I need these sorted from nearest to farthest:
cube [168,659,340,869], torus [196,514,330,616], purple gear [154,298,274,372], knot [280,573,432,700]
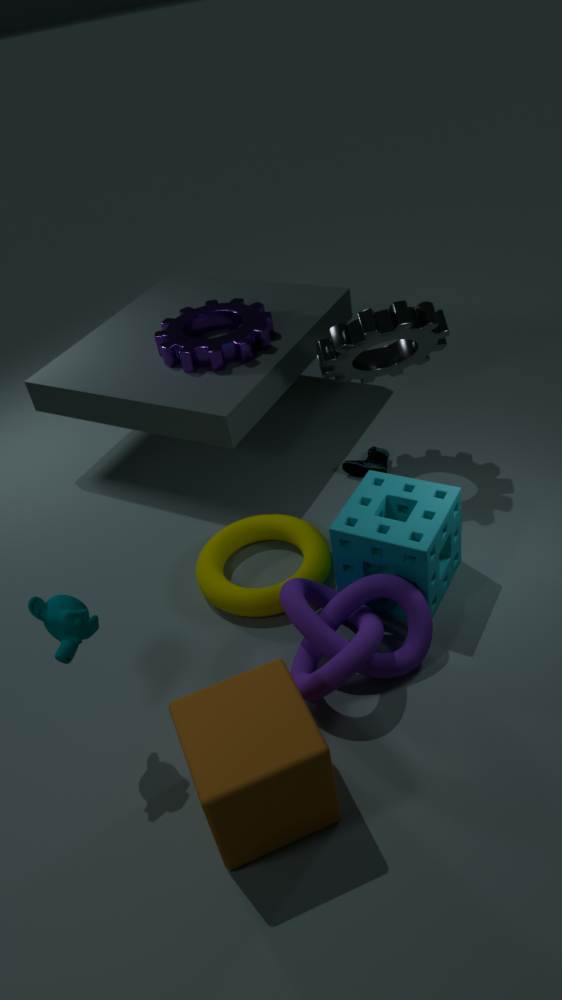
cube [168,659,340,869]
knot [280,573,432,700]
torus [196,514,330,616]
purple gear [154,298,274,372]
